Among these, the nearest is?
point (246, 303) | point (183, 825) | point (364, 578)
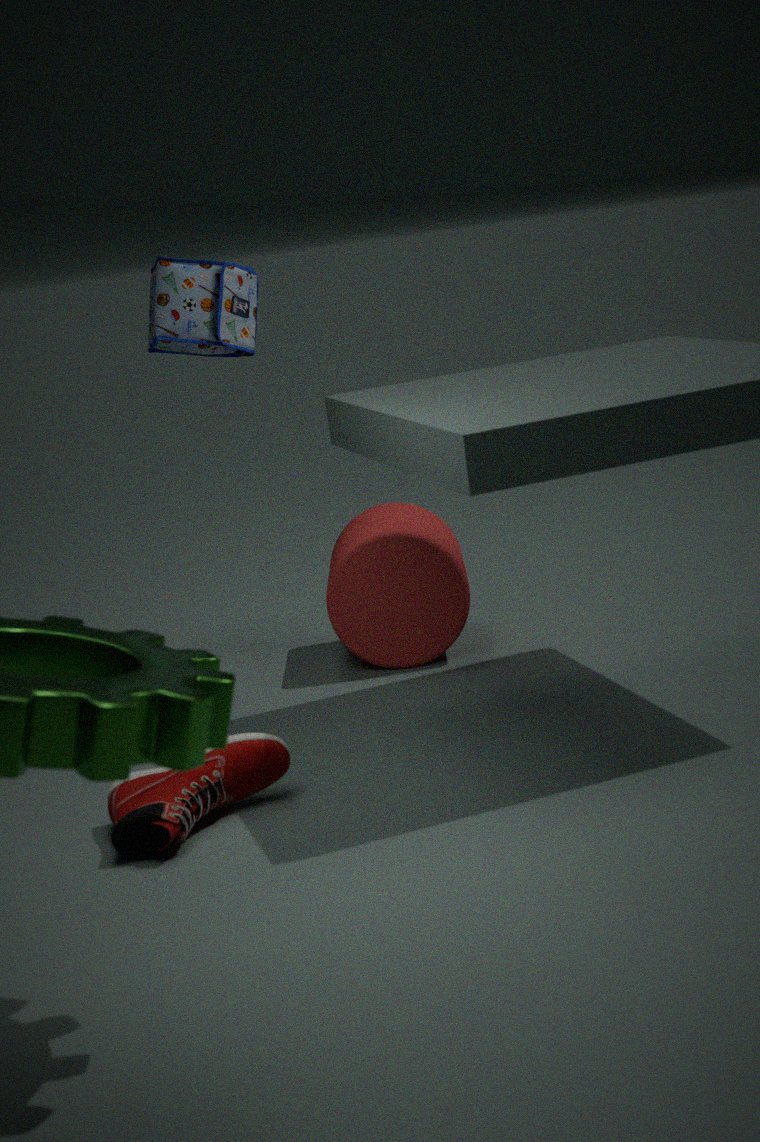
point (183, 825)
